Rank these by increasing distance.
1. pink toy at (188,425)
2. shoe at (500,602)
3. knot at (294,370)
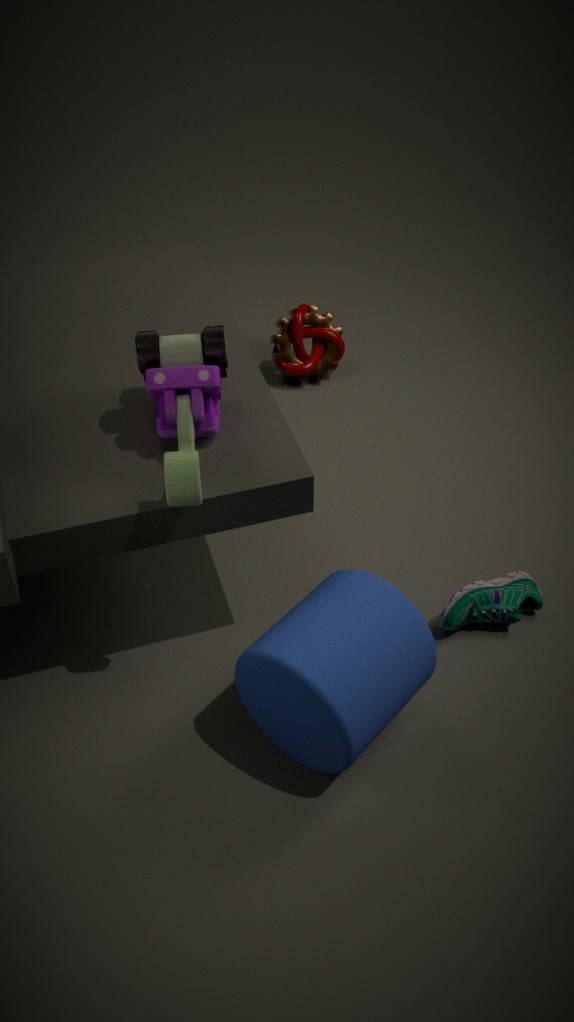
pink toy at (188,425) < shoe at (500,602) < knot at (294,370)
